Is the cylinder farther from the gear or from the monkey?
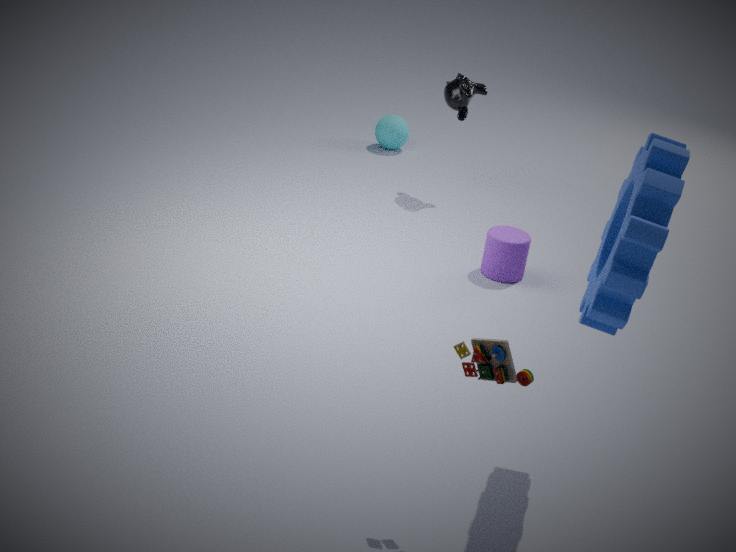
the gear
